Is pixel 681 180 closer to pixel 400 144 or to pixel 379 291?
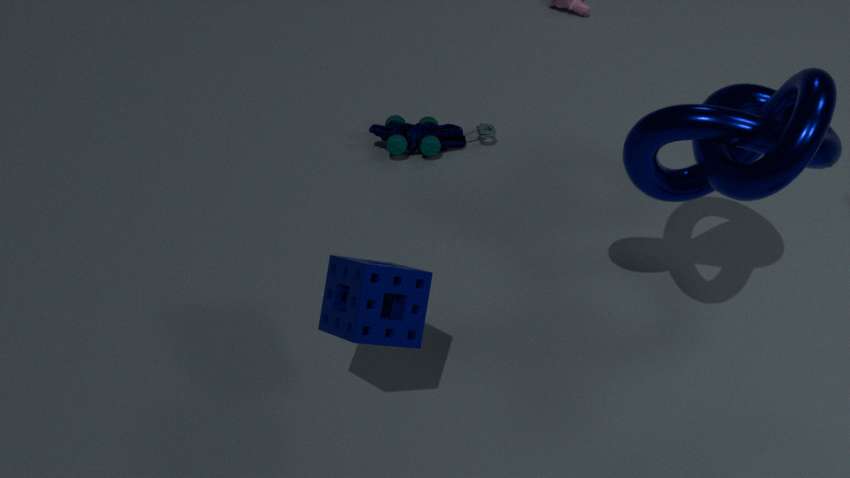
pixel 379 291
